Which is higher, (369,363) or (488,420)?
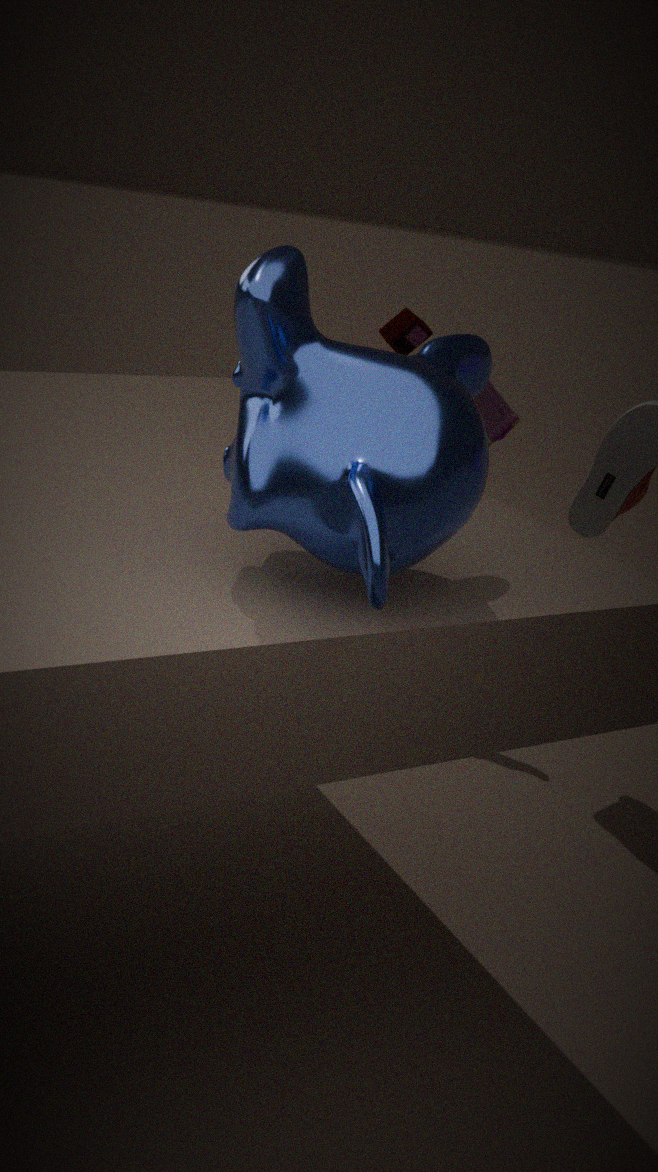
(369,363)
